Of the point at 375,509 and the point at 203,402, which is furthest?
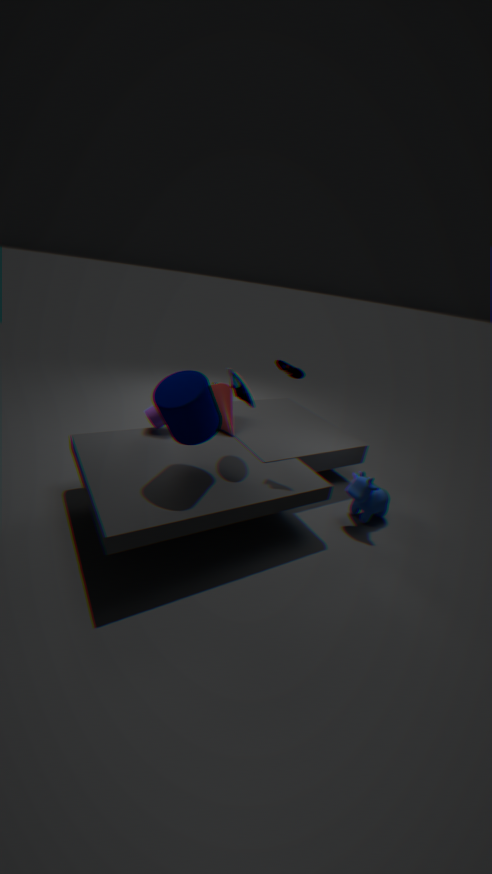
the point at 375,509
